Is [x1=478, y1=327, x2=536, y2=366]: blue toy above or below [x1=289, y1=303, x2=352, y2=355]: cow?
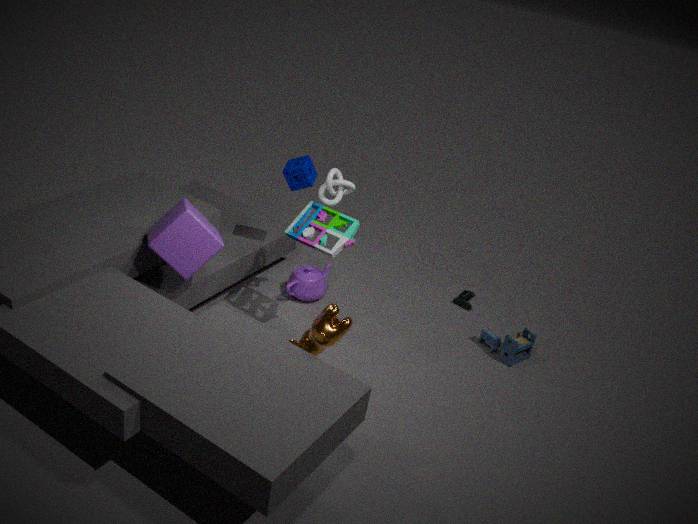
below
